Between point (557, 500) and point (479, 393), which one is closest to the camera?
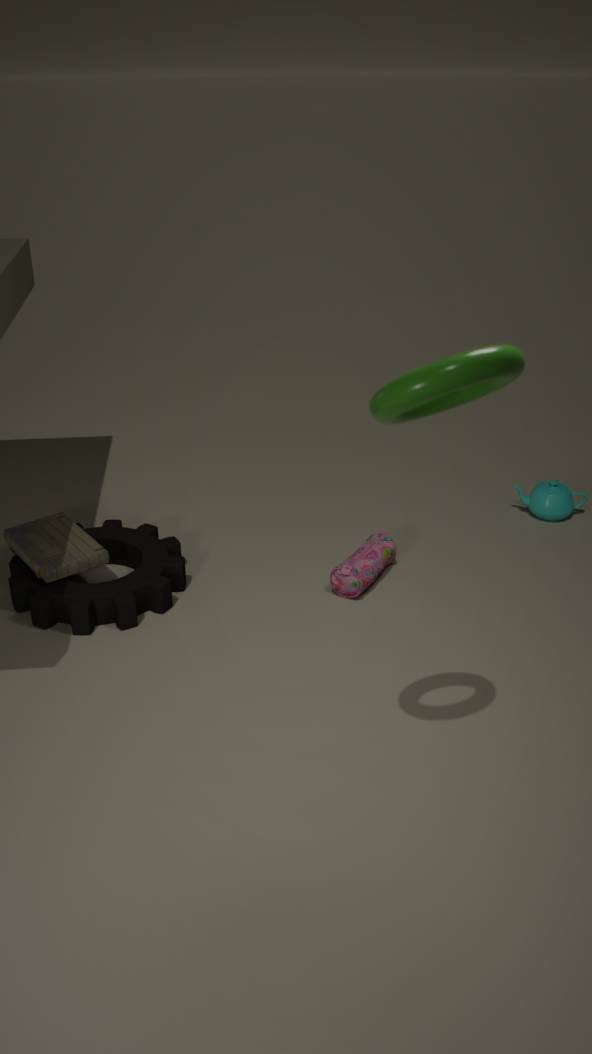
point (479, 393)
